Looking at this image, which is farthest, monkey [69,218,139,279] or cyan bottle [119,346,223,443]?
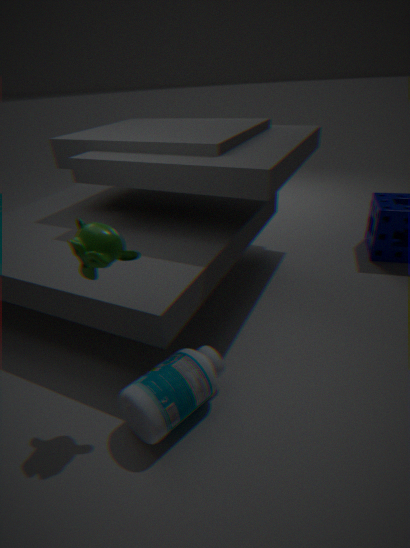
cyan bottle [119,346,223,443]
